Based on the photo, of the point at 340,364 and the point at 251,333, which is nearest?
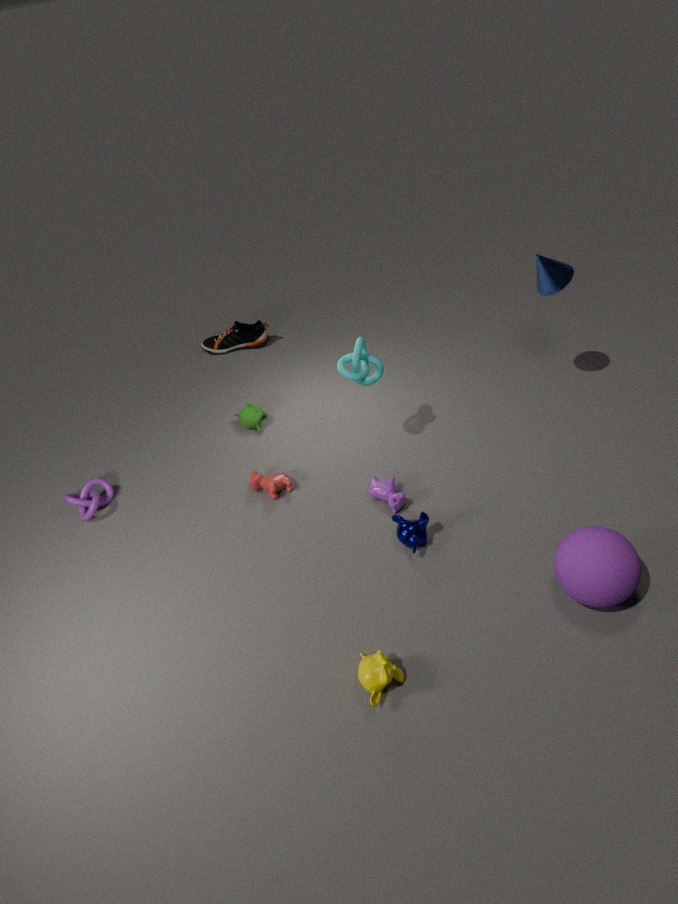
the point at 340,364
